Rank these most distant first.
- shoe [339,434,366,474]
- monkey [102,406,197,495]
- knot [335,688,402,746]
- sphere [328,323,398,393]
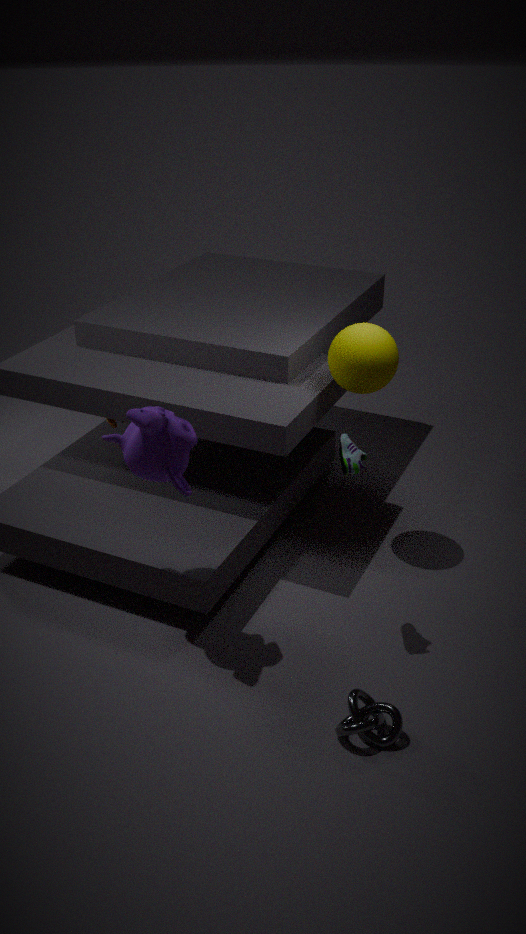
sphere [328,323,398,393]
shoe [339,434,366,474]
monkey [102,406,197,495]
knot [335,688,402,746]
